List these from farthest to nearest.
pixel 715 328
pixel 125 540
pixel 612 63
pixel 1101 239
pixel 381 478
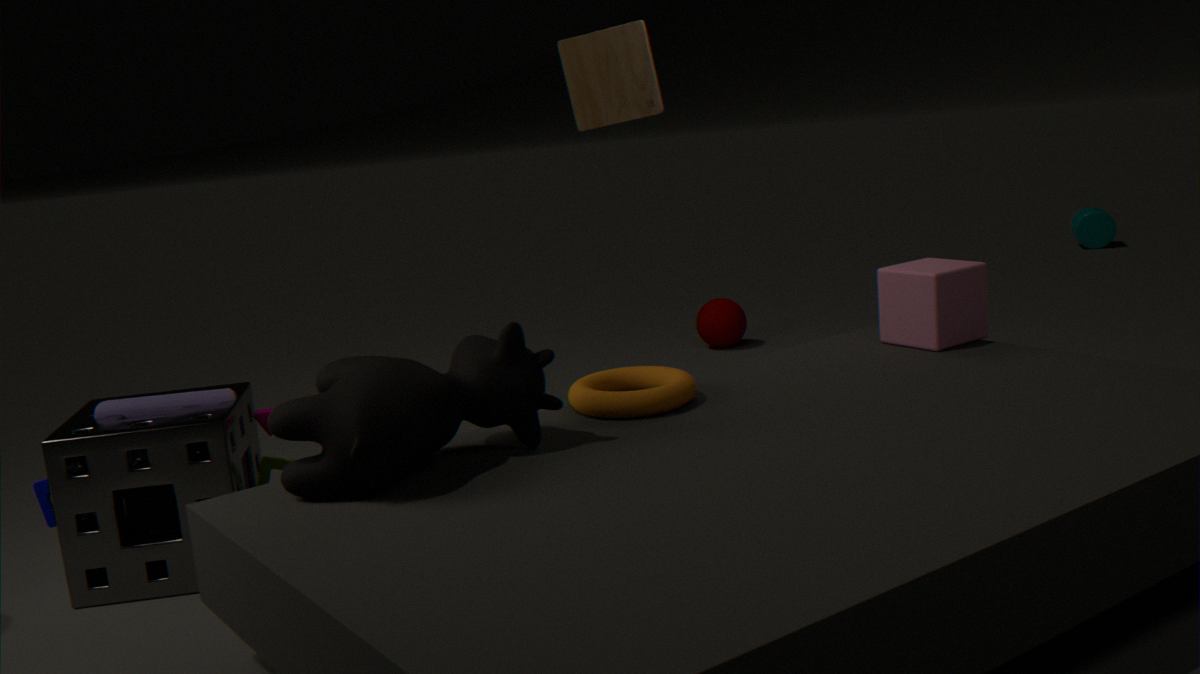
pixel 1101 239 → pixel 715 328 → pixel 612 63 → pixel 125 540 → pixel 381 478
